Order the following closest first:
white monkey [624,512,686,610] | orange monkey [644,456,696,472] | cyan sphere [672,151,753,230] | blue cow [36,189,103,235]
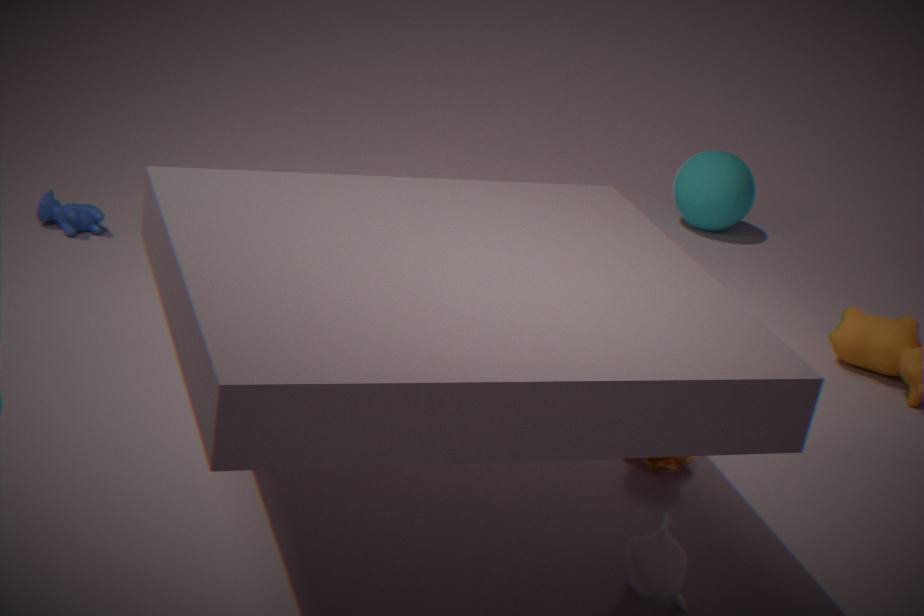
white monkey [624,512,686,610], orange monkey [644,456,696,472], blue cow [36,189,103,235], cyan sphere [672,151,753,230]
